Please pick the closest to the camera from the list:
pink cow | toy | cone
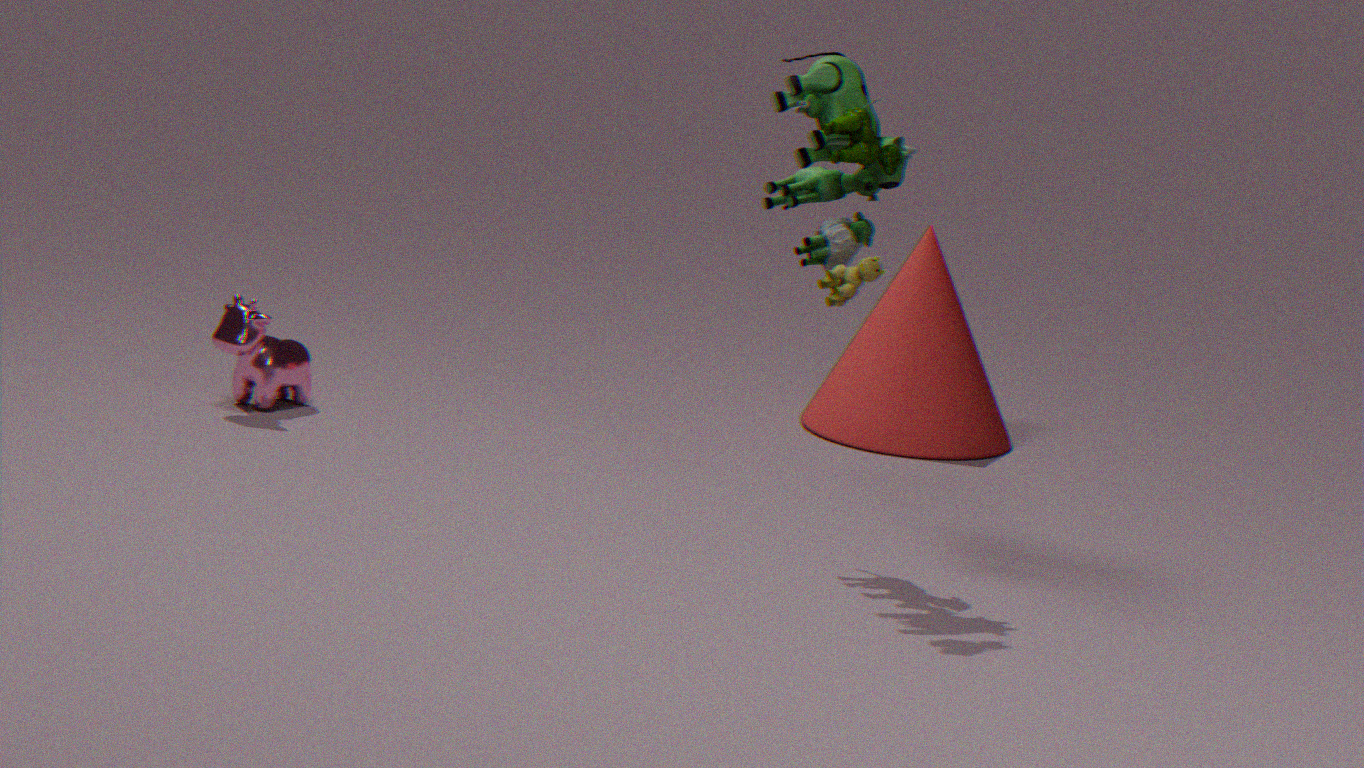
toy
